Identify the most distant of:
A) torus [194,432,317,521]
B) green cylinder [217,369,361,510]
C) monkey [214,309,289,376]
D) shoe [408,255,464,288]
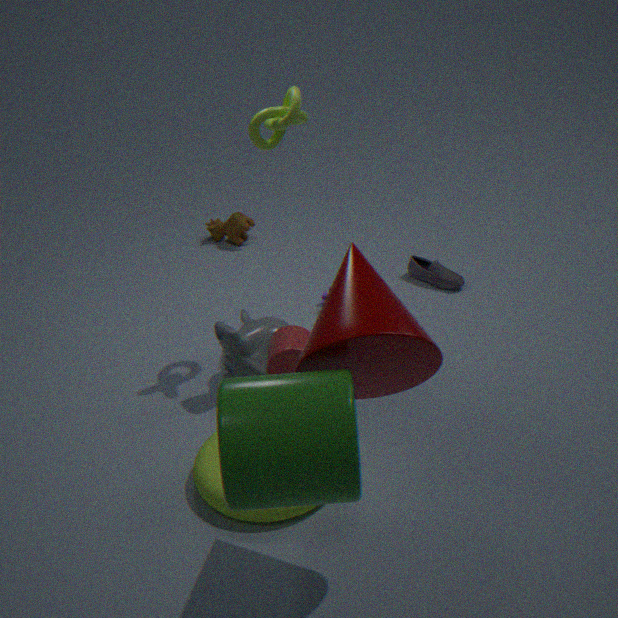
shoe [408,255,464,288]
